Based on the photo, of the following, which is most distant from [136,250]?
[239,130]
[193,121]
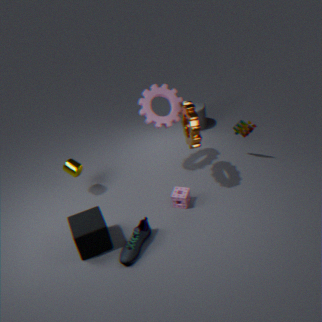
[239,130]
